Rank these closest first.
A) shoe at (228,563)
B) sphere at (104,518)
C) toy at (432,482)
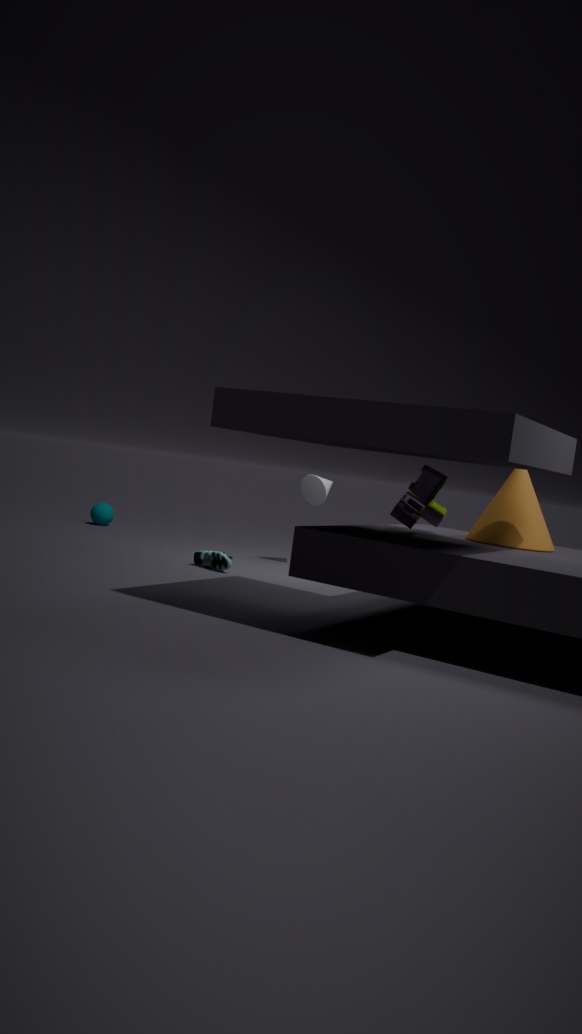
toy at (432,482) < shoe at (228,563) < sphere at (104,518)
